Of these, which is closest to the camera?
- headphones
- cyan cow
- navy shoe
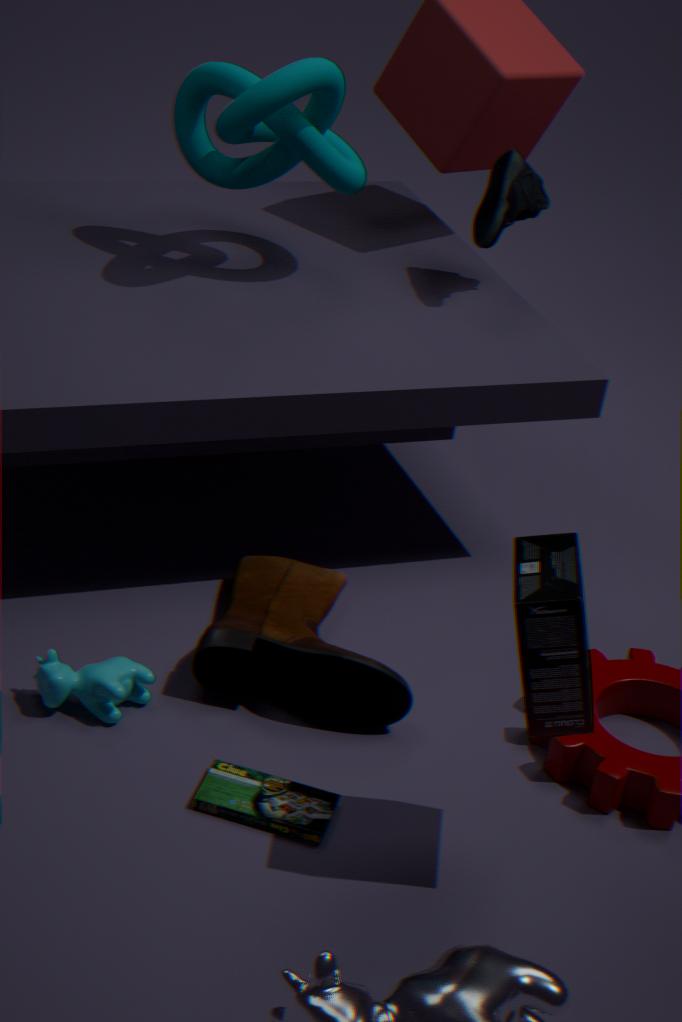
headphones
